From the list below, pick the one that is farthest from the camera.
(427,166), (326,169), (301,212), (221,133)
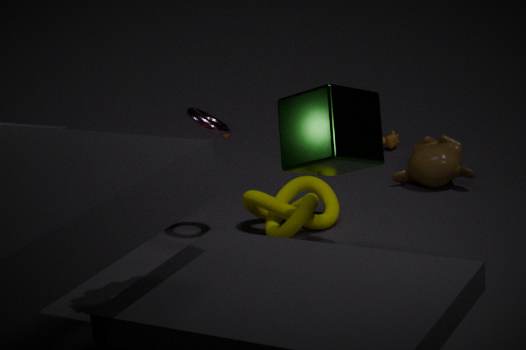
(427,166)
